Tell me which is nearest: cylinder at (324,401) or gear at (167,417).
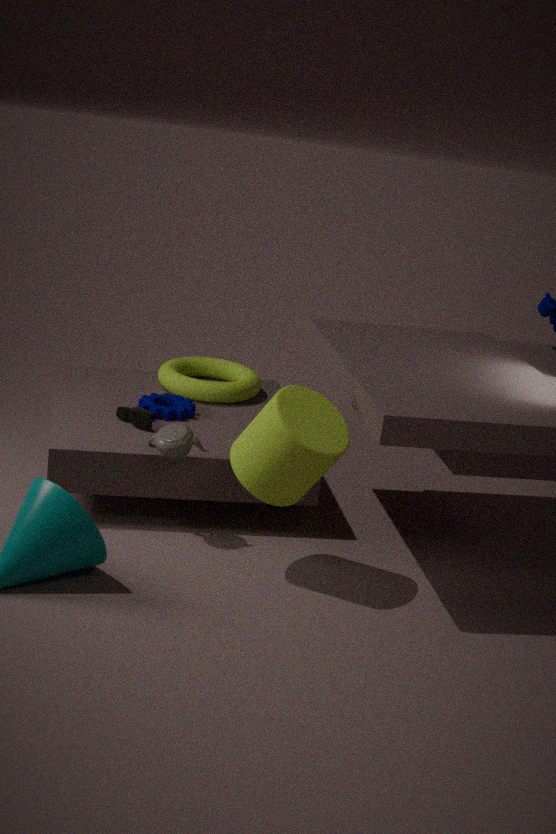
cylinder at (324,401)
